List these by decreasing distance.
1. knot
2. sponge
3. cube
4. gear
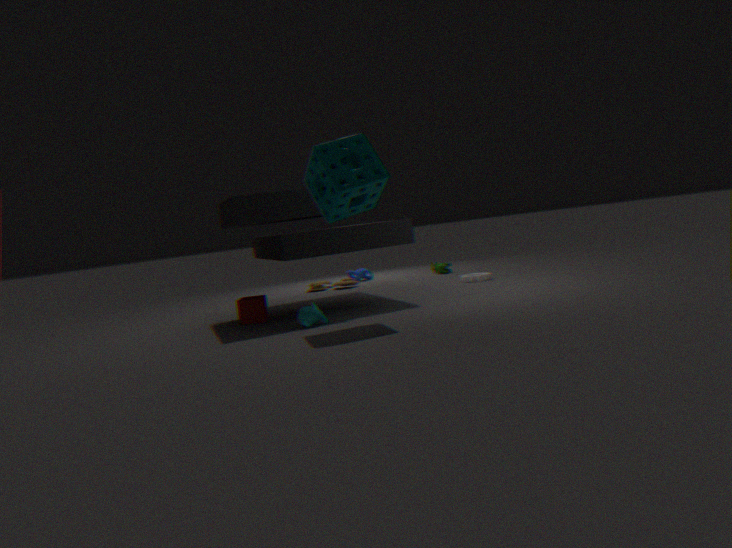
1. knot
2. gear
3. cube
4. sponge
